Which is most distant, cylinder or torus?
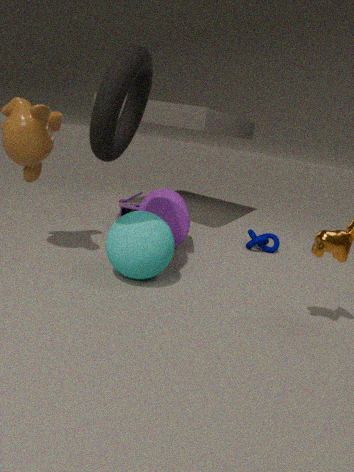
cylinder
